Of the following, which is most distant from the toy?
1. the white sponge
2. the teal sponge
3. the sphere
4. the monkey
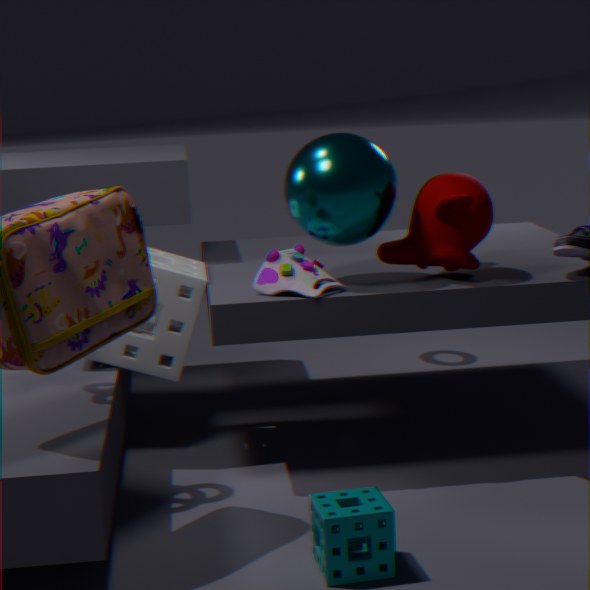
the teal sponge
